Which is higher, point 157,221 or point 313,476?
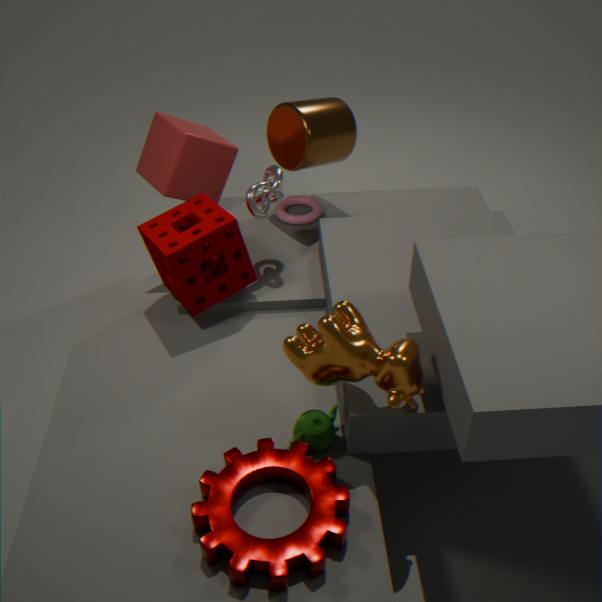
point 157,221
